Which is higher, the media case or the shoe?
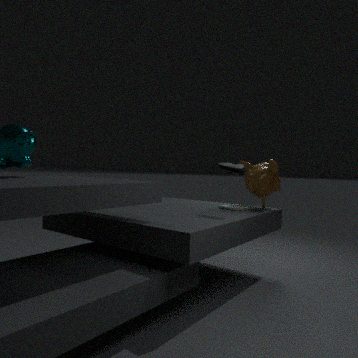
the shoe
